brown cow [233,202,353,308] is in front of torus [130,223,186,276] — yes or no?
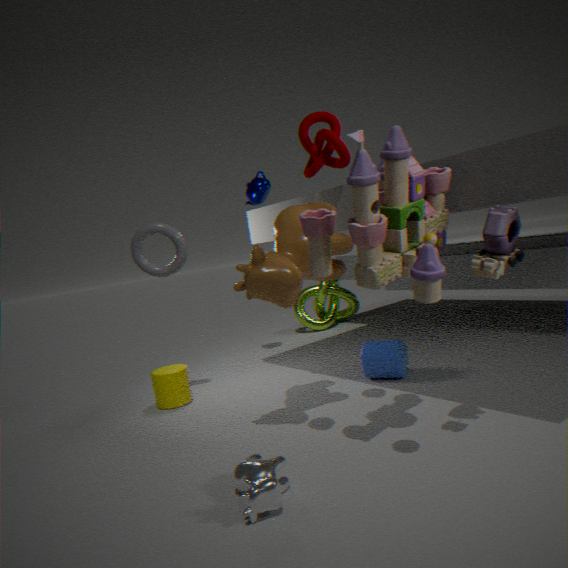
Yes
